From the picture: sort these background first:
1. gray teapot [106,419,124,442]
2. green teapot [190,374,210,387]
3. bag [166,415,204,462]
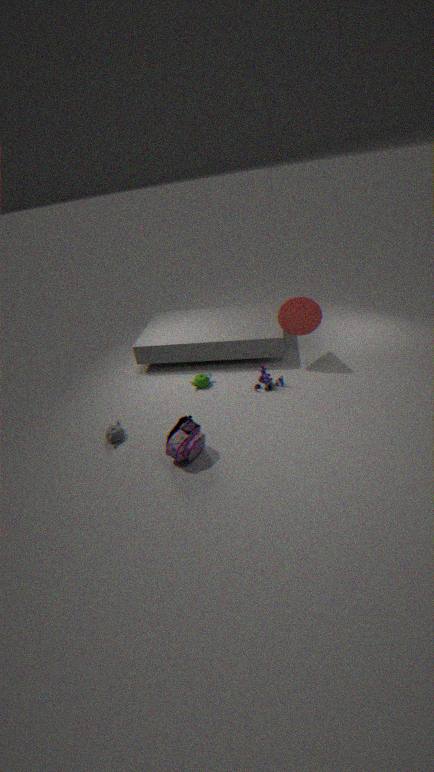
green teapot [190,374,210,387], gray teapot [106,419,124,442], bag [166,415,204,462]
